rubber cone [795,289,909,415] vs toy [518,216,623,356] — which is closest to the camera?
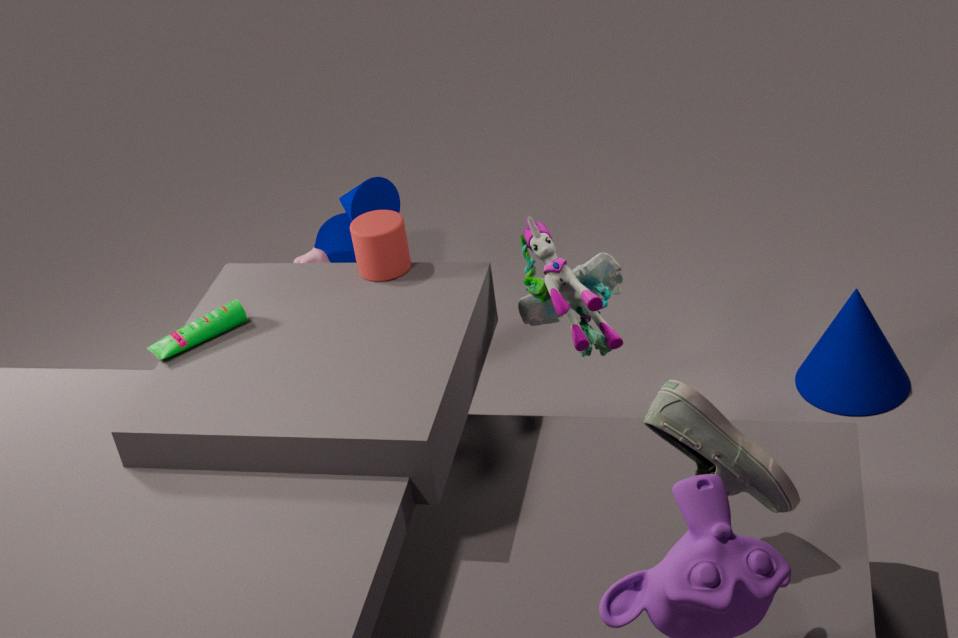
toy [518,216,623,356]
